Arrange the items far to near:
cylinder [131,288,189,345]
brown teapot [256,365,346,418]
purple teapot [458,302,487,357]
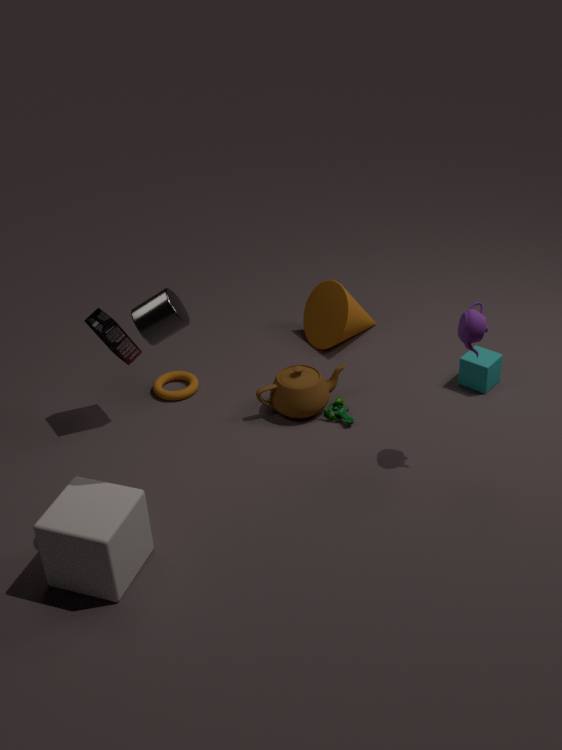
brown teapot [256,365,346,418], purple teapot [458,302,487,357], cylinder [131,288,189,345]
